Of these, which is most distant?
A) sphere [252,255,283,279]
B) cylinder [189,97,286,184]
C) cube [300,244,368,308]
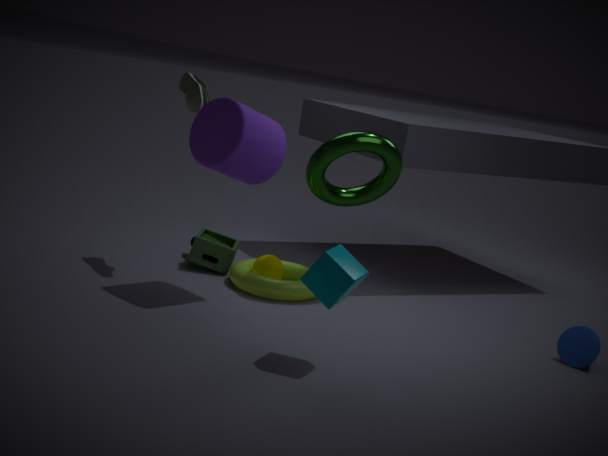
sphere [252,255,283,279]
